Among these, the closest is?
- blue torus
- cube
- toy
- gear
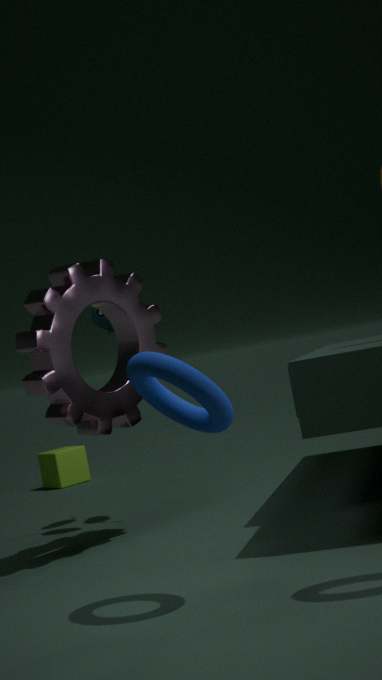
blue torus
